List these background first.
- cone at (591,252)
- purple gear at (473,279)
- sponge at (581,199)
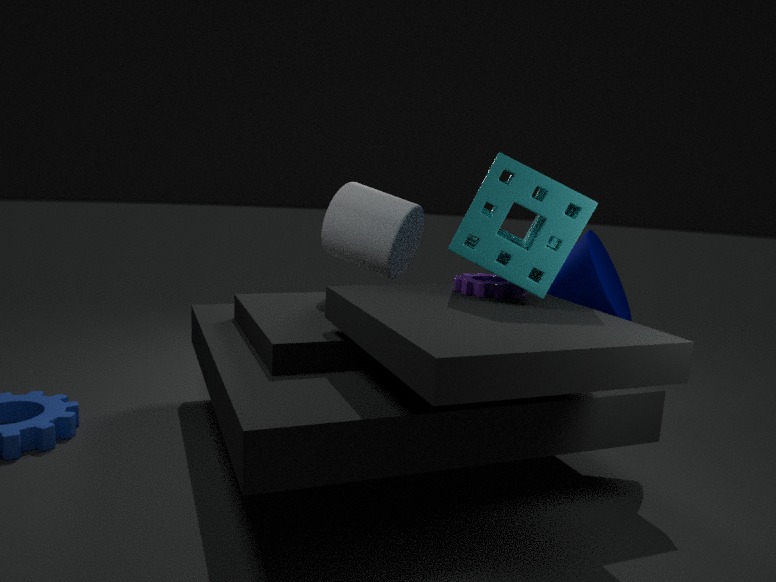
cone at (591,252), purple gear at (473,279), sponge at (581,199)
